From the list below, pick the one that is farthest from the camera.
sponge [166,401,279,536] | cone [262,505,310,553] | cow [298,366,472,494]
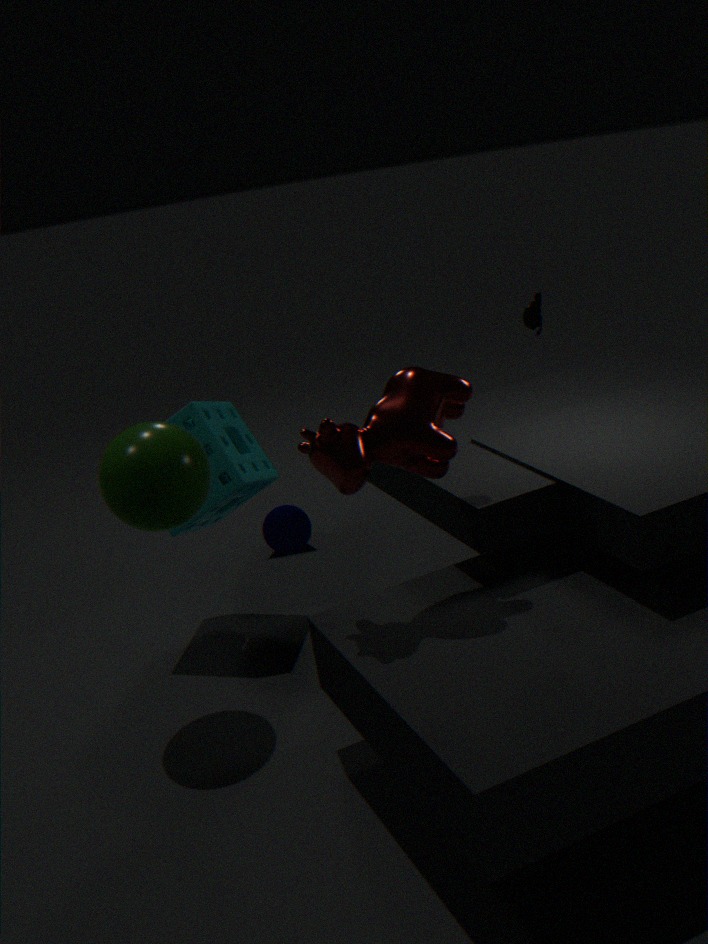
cone [262,505,310,553]
